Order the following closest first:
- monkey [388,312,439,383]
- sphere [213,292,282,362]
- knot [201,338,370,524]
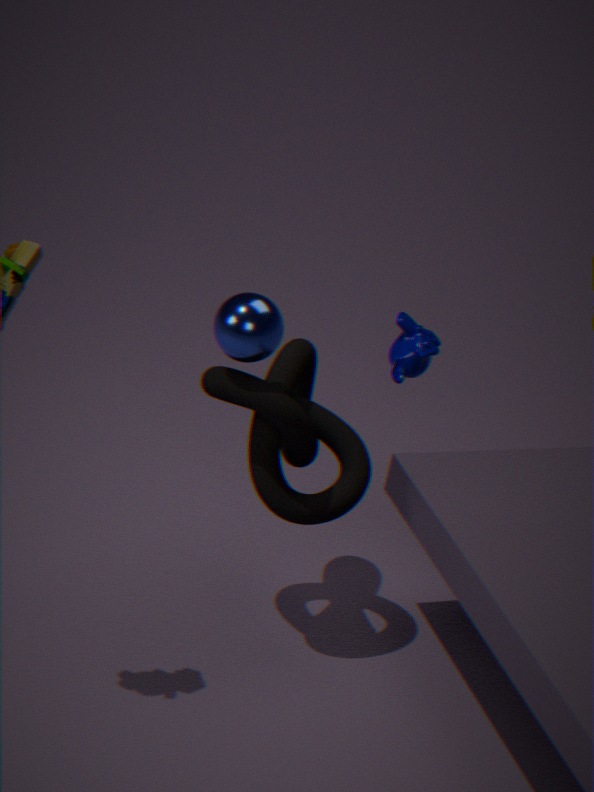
sphere [213,292,282,362]
knot [201,338,370,524]
monkey [388,312,439,383]
